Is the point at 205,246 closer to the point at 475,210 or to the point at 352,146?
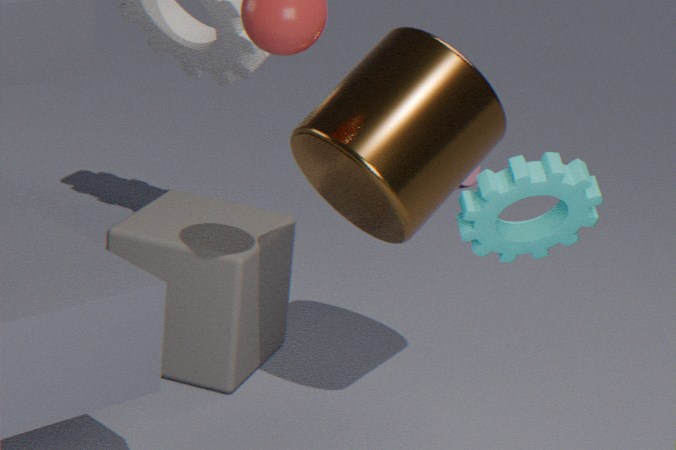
the point at 352,146
